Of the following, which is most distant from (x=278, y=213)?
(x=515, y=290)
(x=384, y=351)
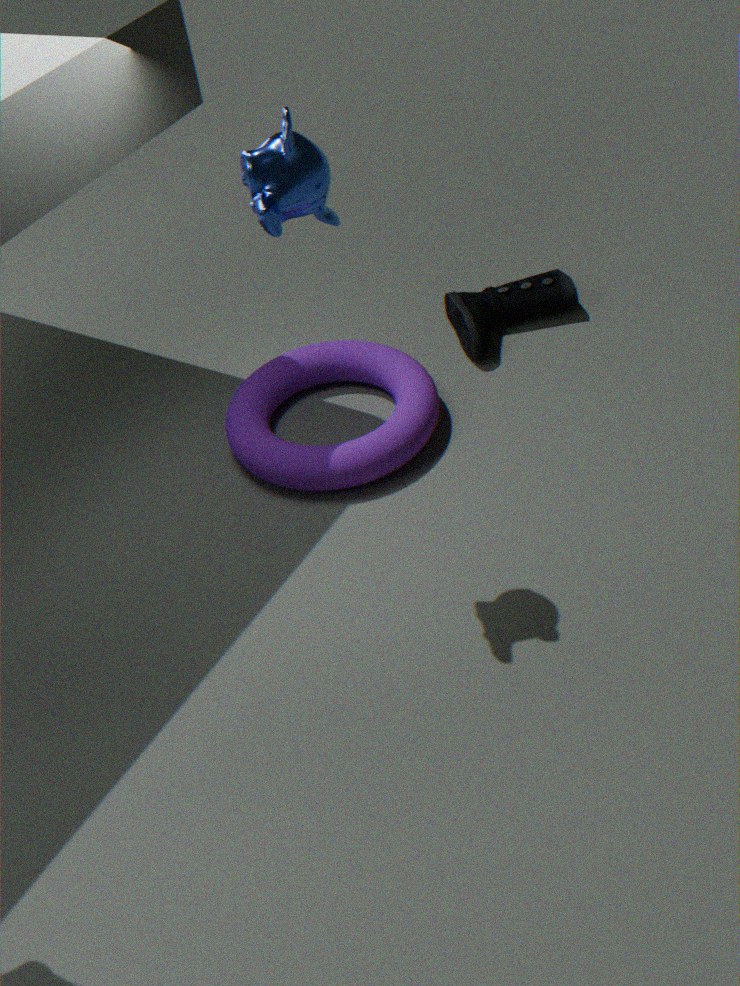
(x=515, y=290)
